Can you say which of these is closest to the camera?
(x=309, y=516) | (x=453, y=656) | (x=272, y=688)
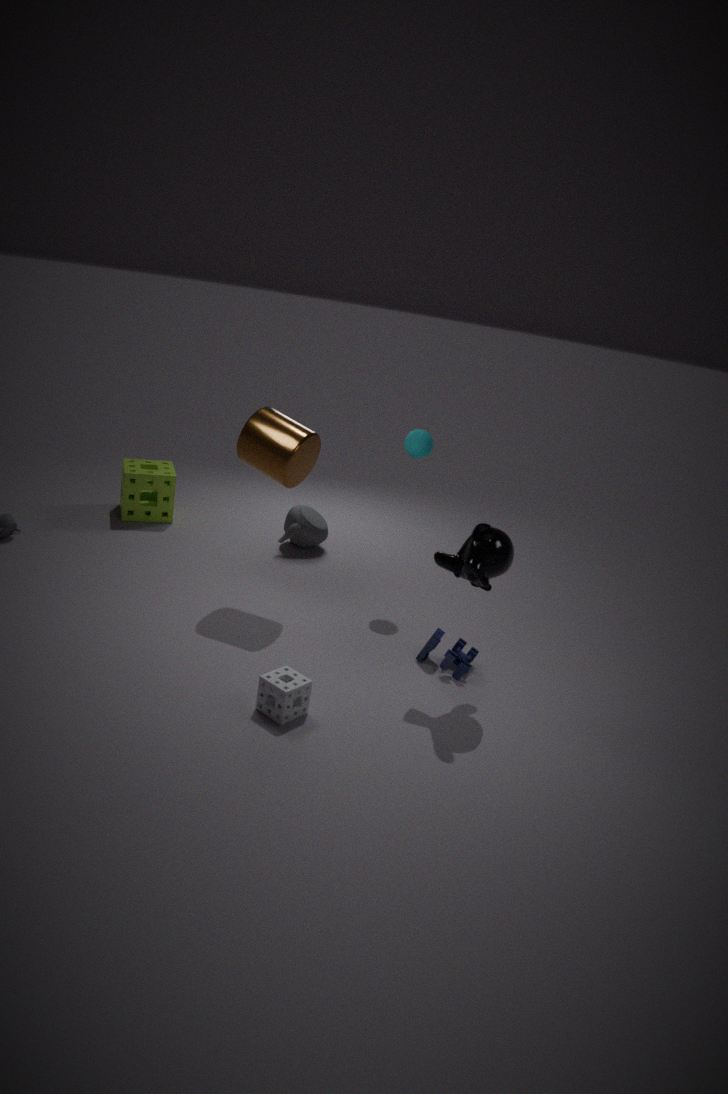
(x=272, y=688)
